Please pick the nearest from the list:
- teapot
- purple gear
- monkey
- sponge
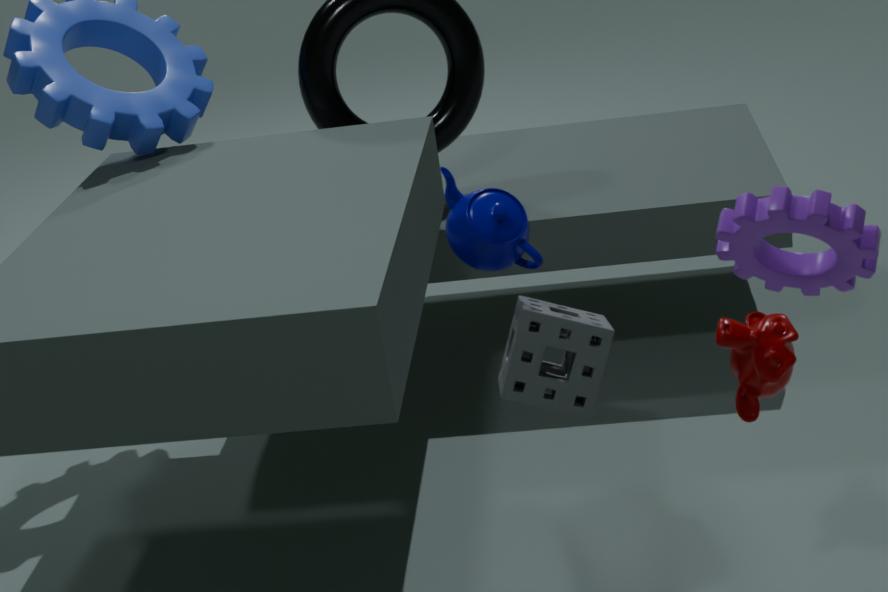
purple gear
